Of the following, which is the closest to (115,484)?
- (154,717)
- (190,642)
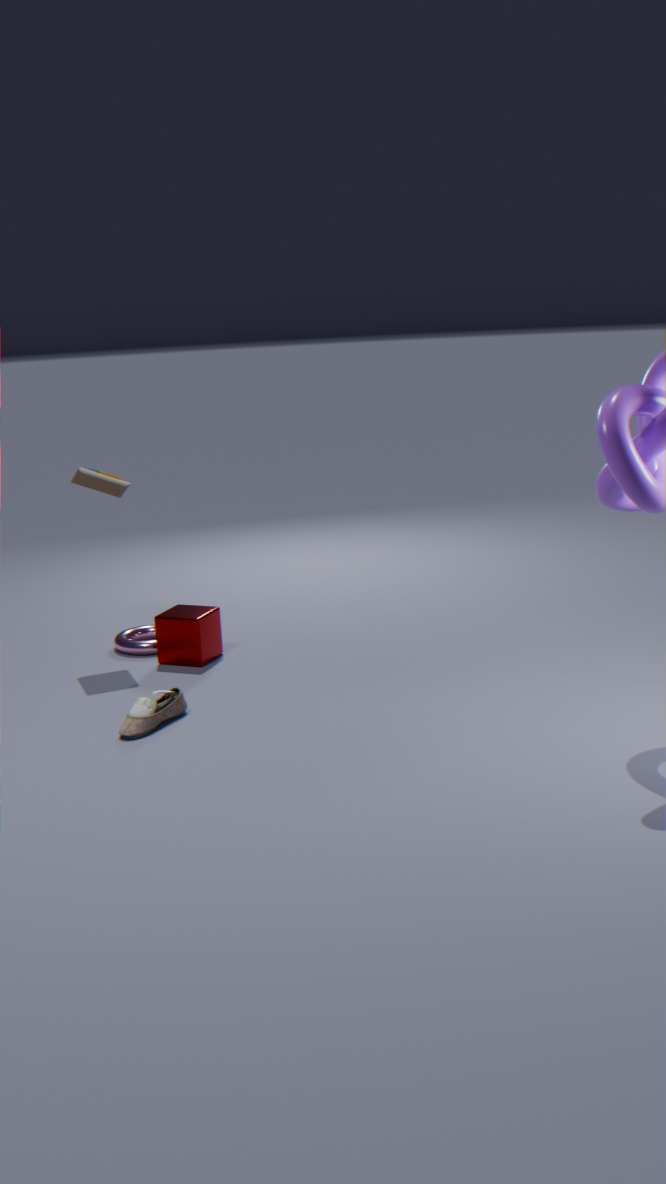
(190,642)
